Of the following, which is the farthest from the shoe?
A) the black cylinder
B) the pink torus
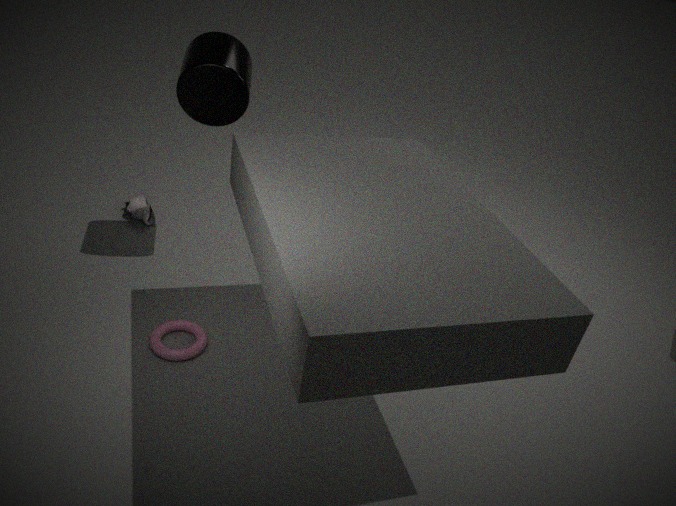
the pink torus
